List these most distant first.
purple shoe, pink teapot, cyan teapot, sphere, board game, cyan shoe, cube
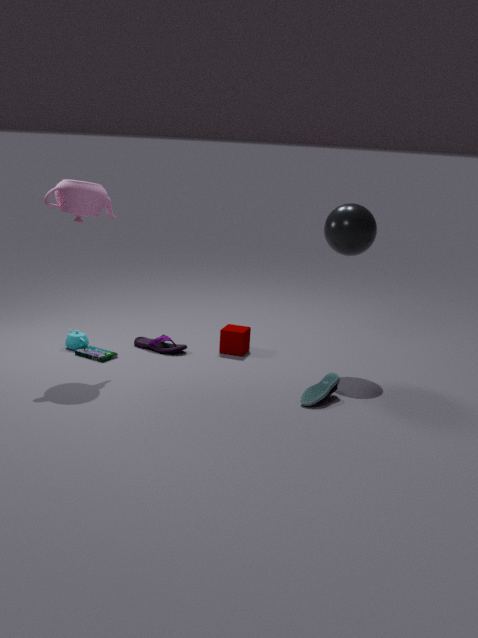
cube → purple shoe → cyan teapot → board game → sphere → pink teapot → cyan shoe
